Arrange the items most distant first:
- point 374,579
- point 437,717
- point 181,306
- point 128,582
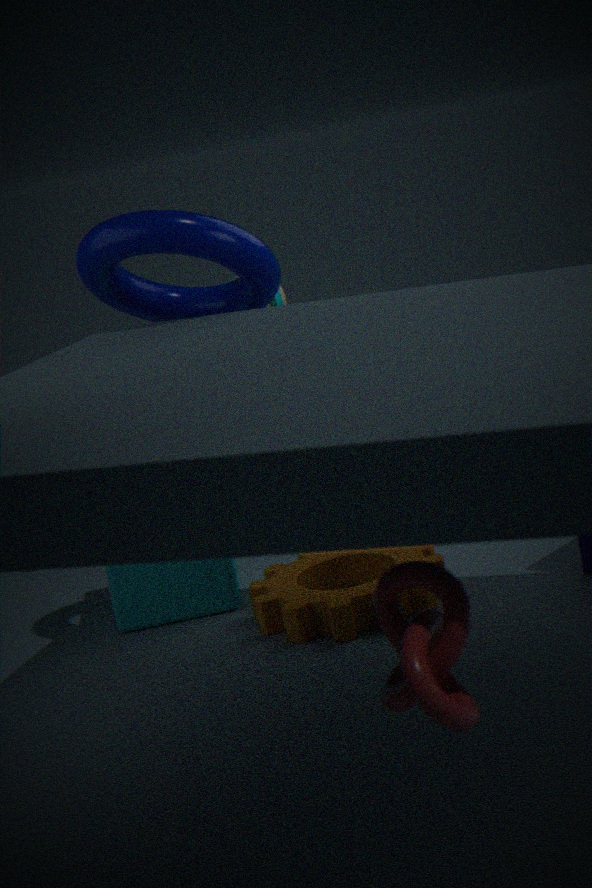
point 374,579
point 128,582
point 181,306
point 437,717
